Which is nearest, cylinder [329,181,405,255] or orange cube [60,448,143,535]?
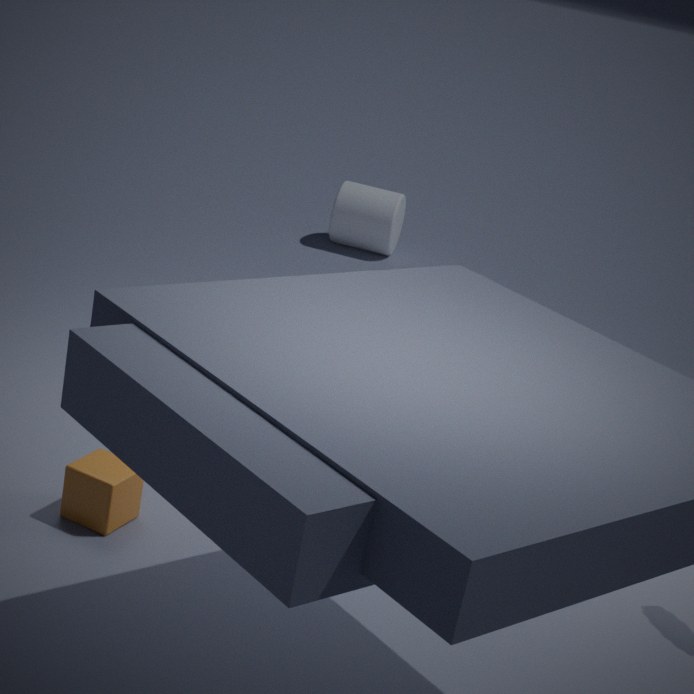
orange cube [60,448,143,535]
